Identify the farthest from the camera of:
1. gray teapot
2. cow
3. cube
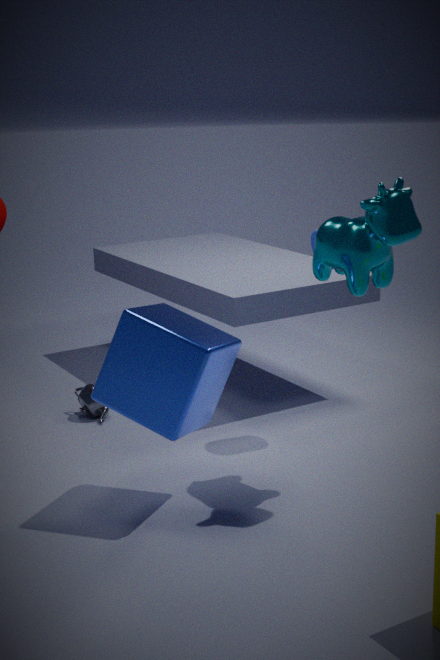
gray teapot
